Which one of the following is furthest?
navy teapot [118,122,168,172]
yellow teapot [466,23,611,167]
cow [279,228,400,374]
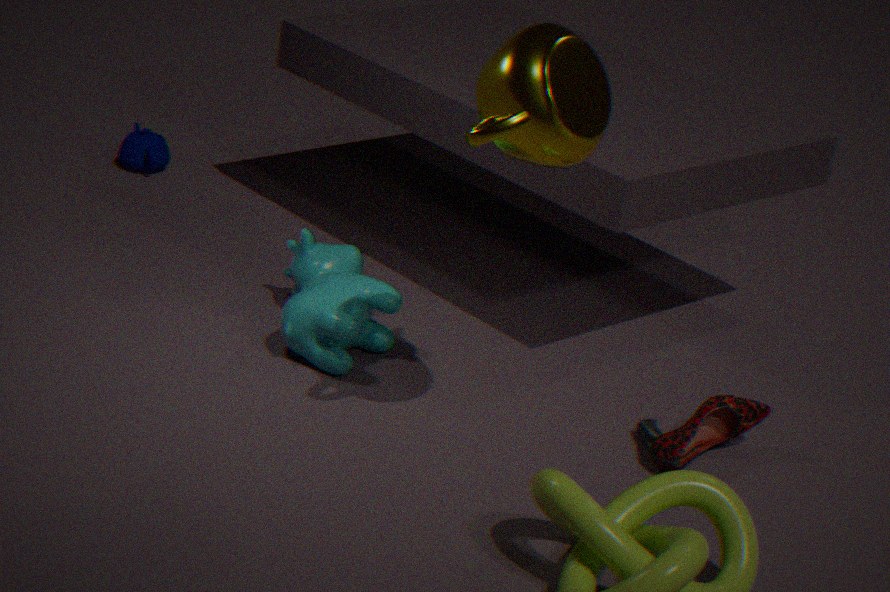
navy teapot [118,122,168,172]
